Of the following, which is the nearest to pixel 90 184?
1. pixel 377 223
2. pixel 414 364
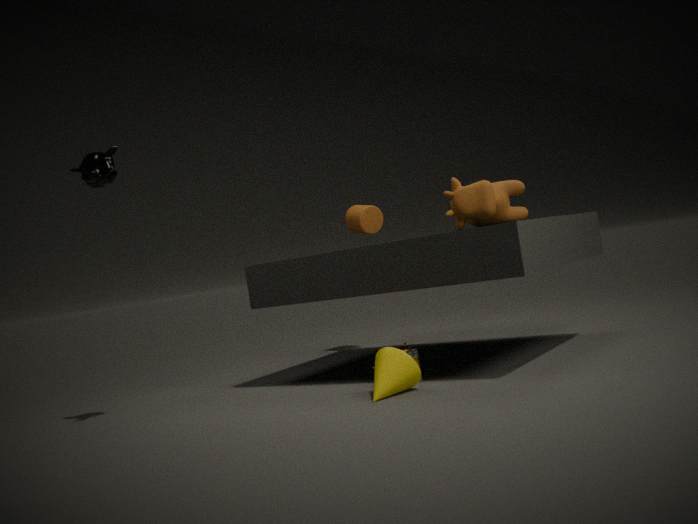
pixel 414 364
